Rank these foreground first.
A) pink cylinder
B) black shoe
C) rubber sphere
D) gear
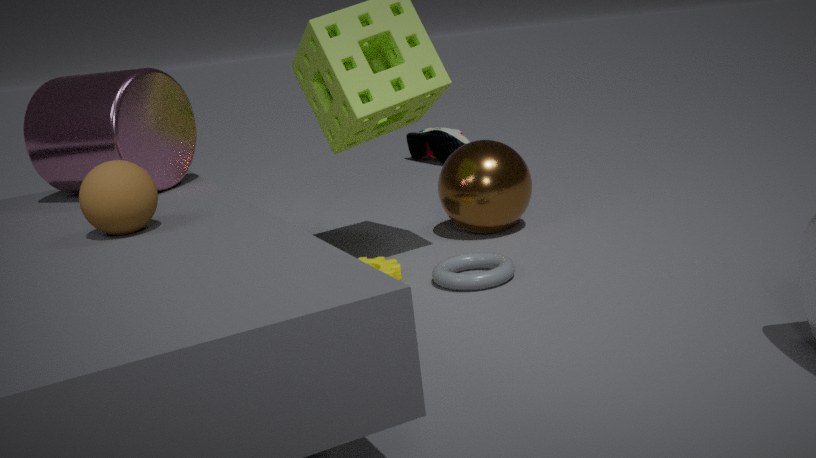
C. rubber sphere, A. pink cylinder, D. gear, B. black shoe
